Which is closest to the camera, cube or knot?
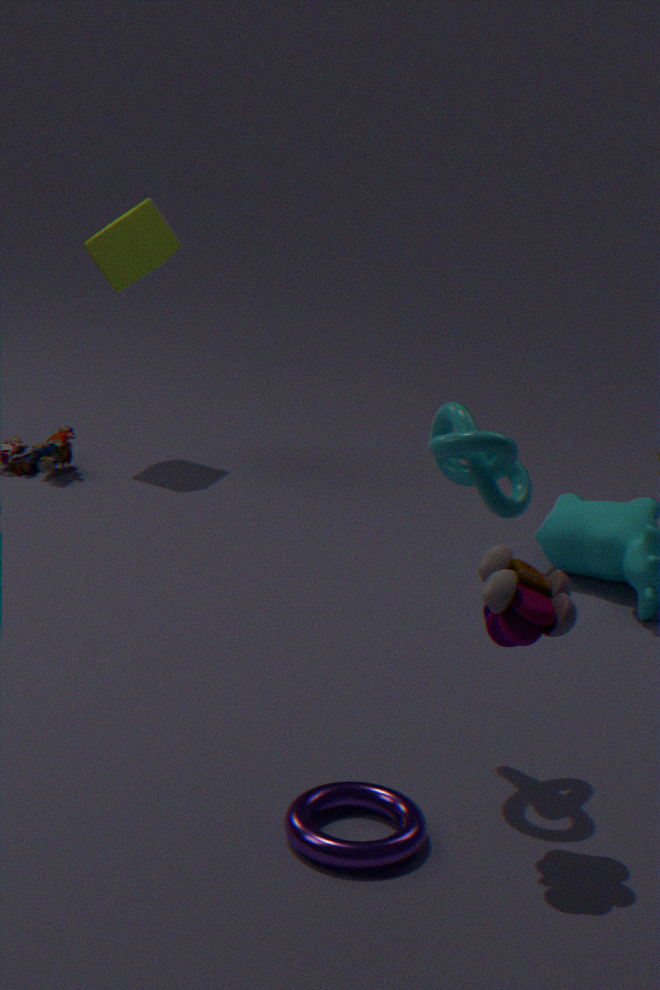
knot
